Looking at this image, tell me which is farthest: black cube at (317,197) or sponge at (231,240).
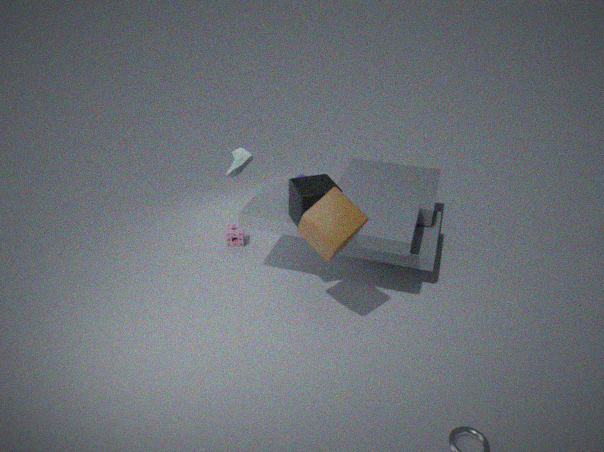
sponge at (231,240)
